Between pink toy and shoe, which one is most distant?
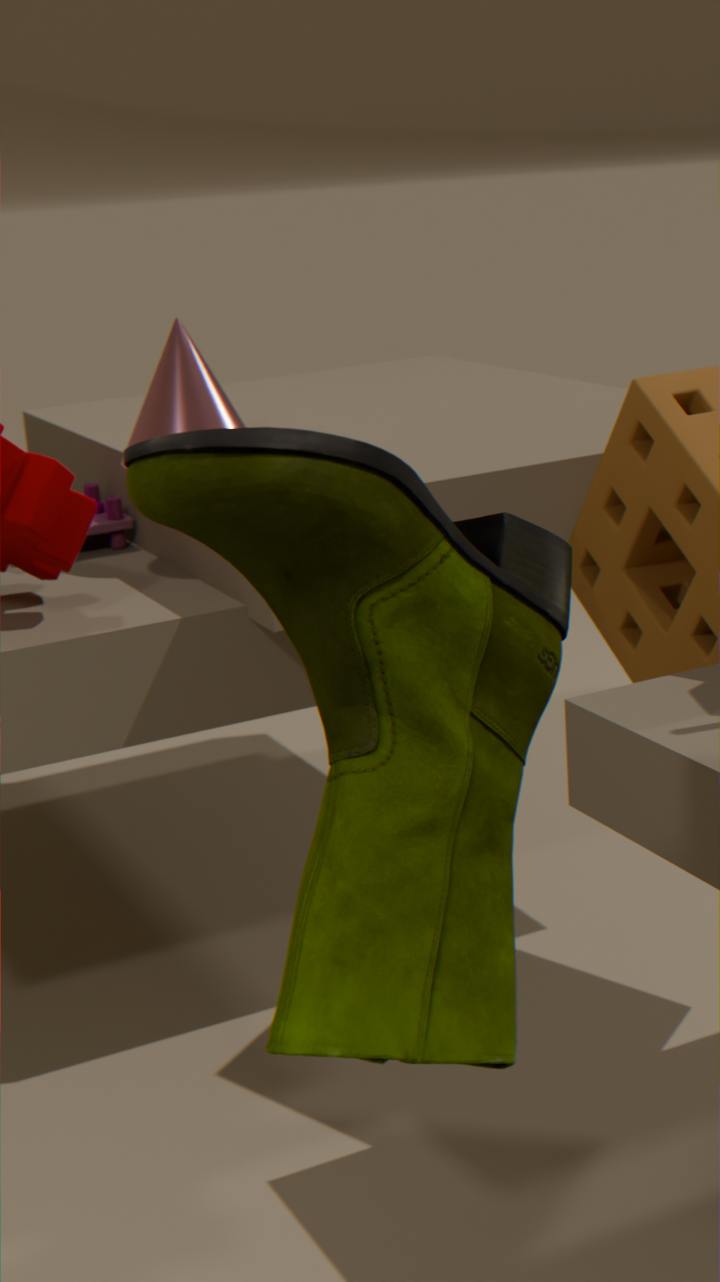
pink toy
